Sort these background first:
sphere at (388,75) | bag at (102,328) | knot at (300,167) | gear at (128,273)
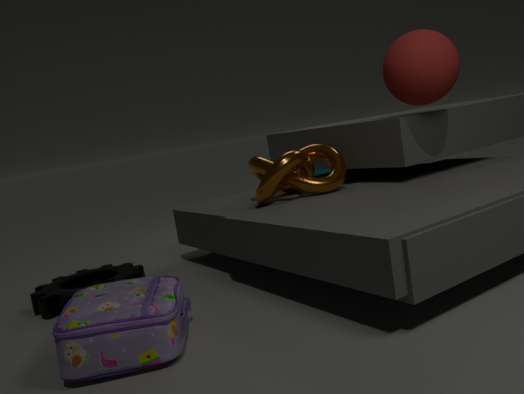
knot at (300,167)
gear at (128,273)
sphere at (388,75)
bag at (102,328)
